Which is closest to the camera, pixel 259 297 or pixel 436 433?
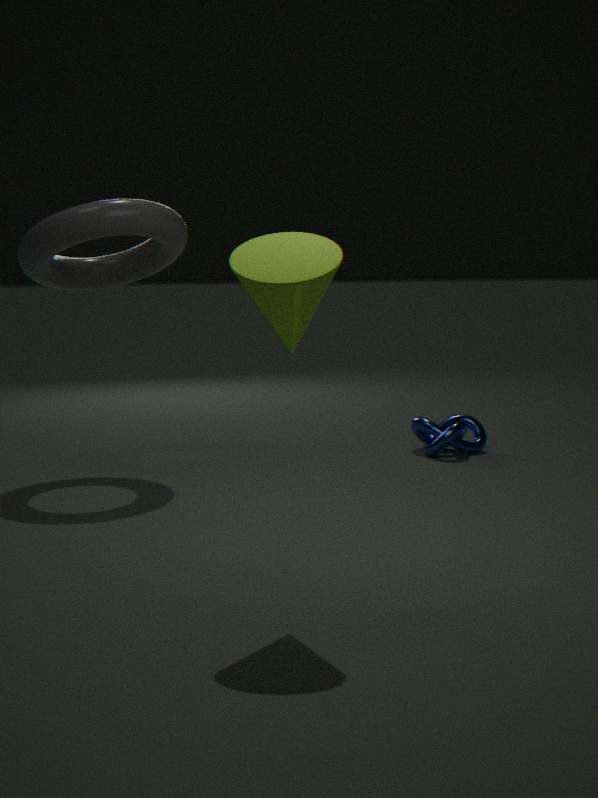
pixel 259 297
